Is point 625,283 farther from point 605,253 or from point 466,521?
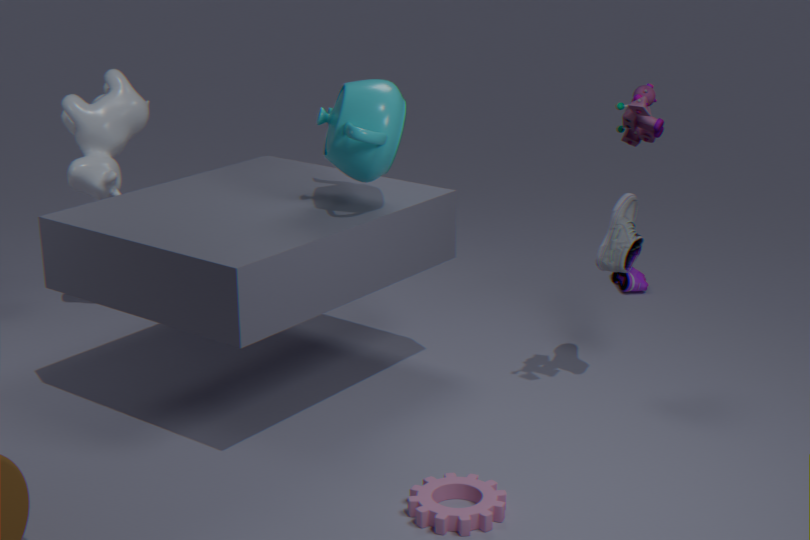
point 466,521
